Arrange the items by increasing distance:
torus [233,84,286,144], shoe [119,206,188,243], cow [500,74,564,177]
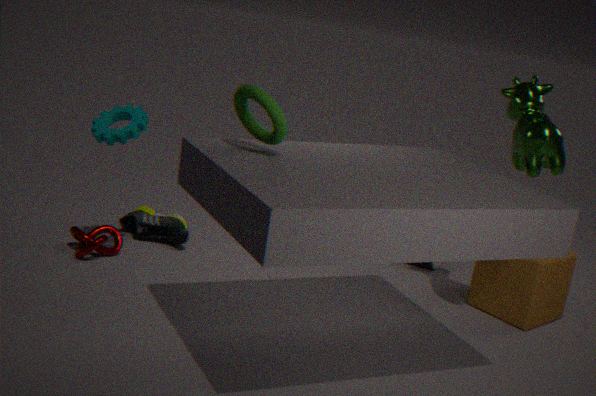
torus [233,84,286,144], cow [500,74,564,177], shoe [119,206,188,243]
